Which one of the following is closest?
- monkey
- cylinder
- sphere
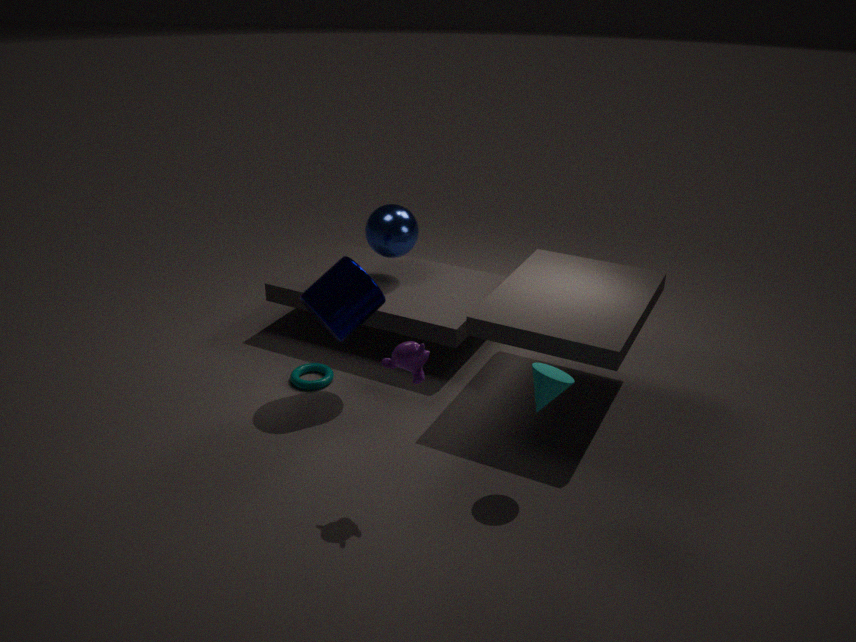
monkey
